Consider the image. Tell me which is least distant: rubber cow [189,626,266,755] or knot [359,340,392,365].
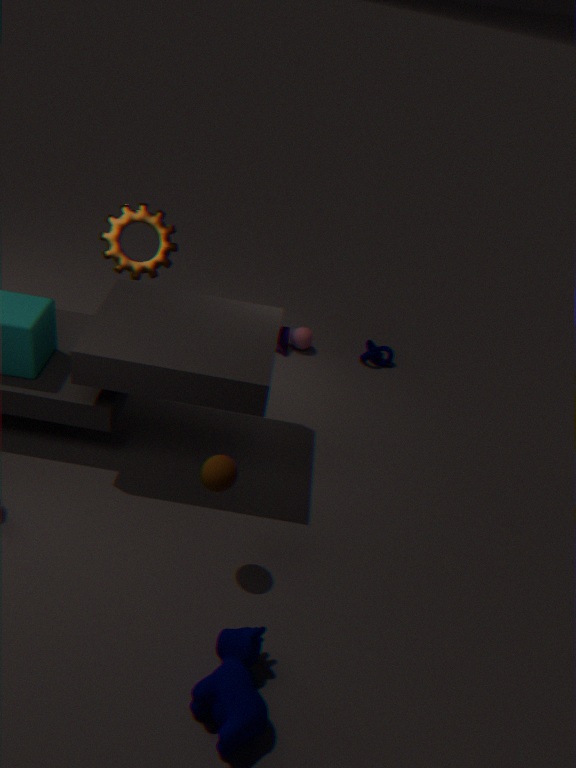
rubber cow [189,626,266,755]
